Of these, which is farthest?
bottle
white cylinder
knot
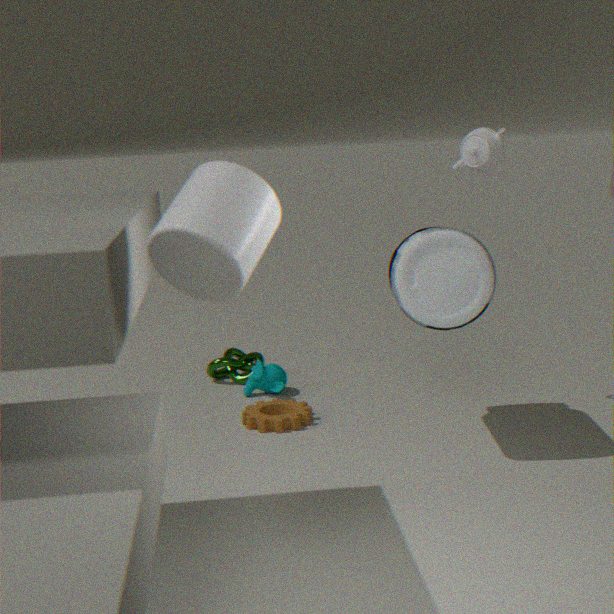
knot
